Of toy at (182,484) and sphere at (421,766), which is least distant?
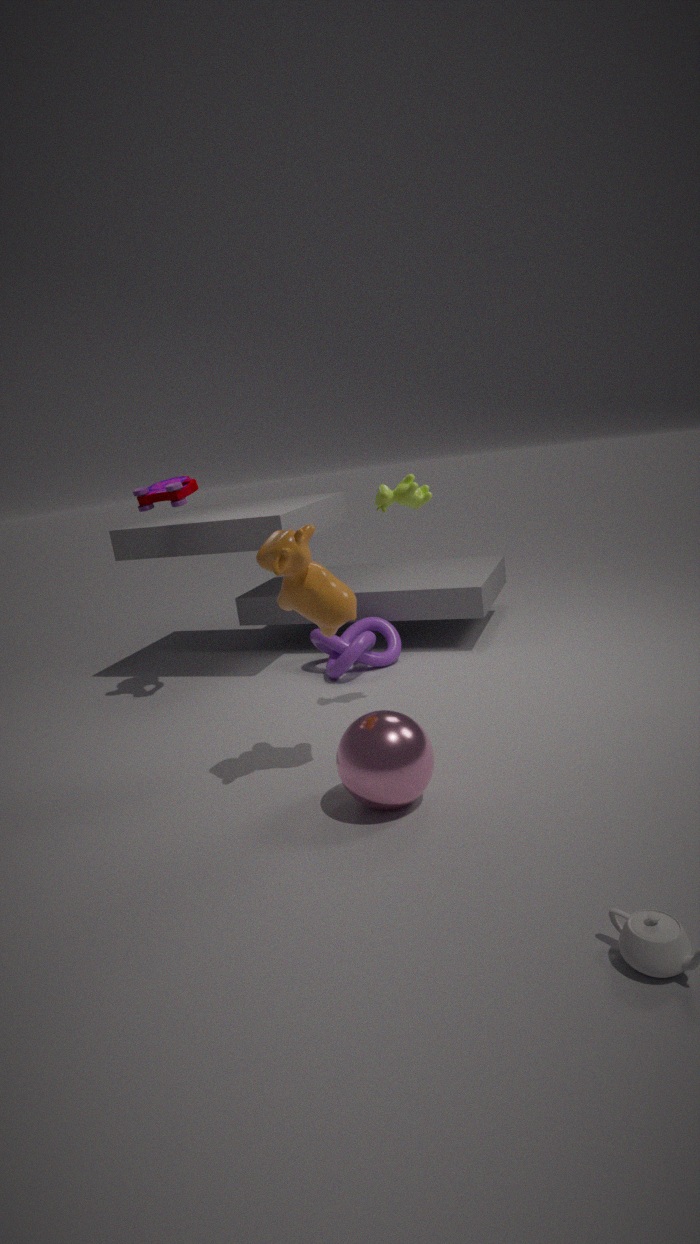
sphere at (421,766)
